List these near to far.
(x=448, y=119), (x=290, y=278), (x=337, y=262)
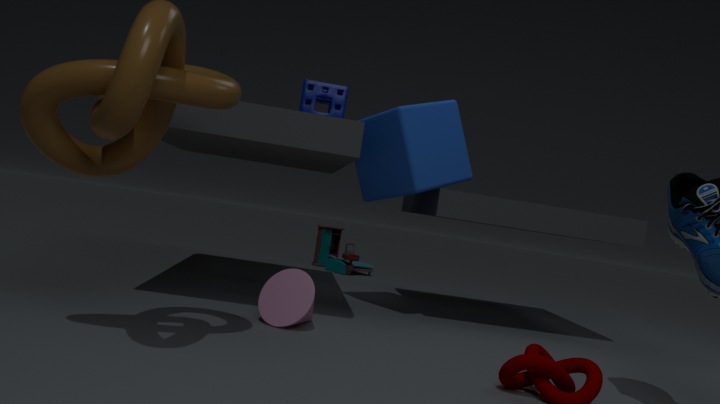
1. (x=290, y=278)
2. (x=448, y=119)
3. (x=337, y=262)
